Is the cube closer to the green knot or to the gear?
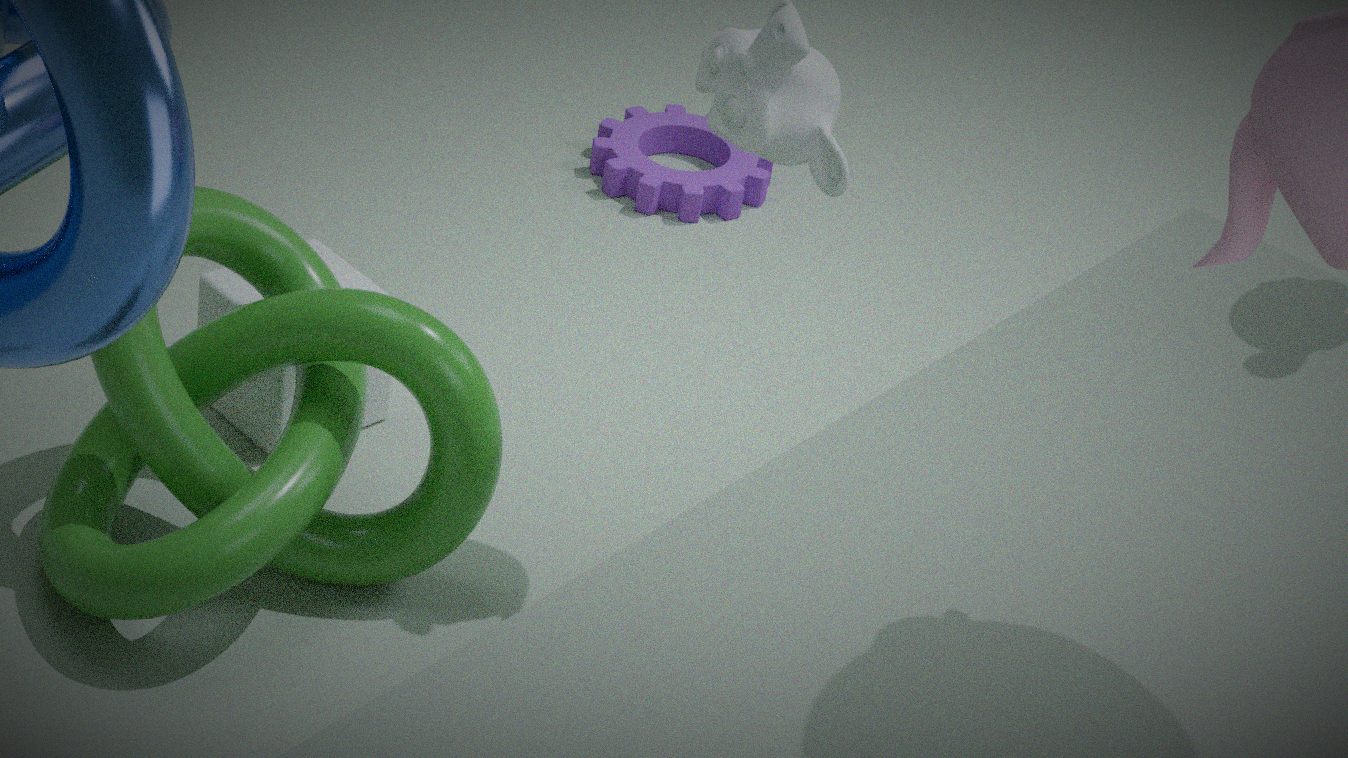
the green knot
